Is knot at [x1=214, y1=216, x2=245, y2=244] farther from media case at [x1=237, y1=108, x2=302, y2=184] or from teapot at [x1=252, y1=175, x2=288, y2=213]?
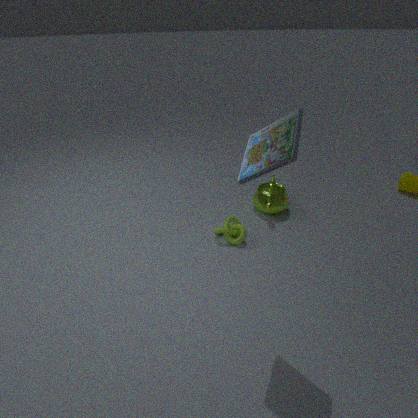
media case at [x1=237, y1=108, x2=302, y2=184]
